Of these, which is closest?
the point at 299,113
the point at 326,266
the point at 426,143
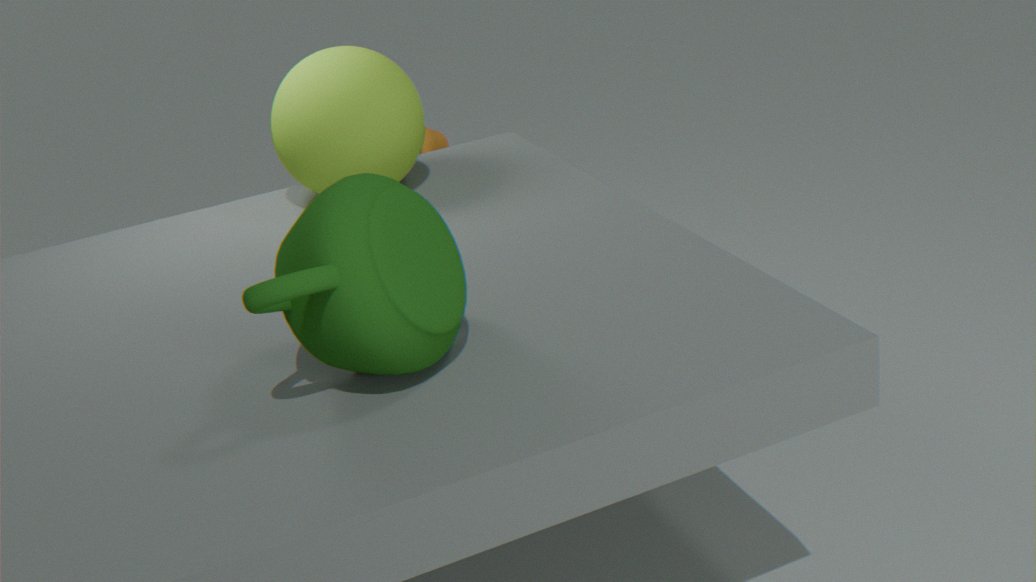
the point at 326,266
